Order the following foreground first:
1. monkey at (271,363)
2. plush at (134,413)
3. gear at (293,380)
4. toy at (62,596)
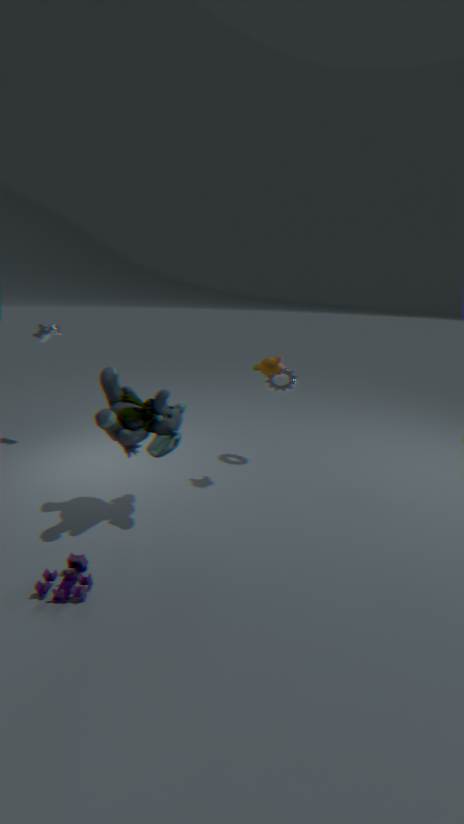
1. toy at (62,596)
2. plush at (134,413)
3. monkey at (271,363)
4. gear at (293,380)
